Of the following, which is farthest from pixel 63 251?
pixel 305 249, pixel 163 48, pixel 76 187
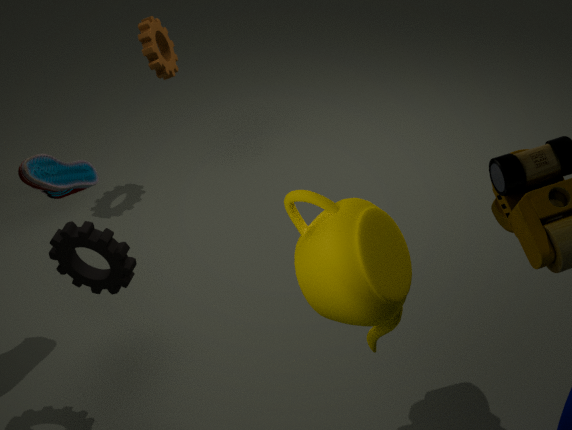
pixel 163 48
